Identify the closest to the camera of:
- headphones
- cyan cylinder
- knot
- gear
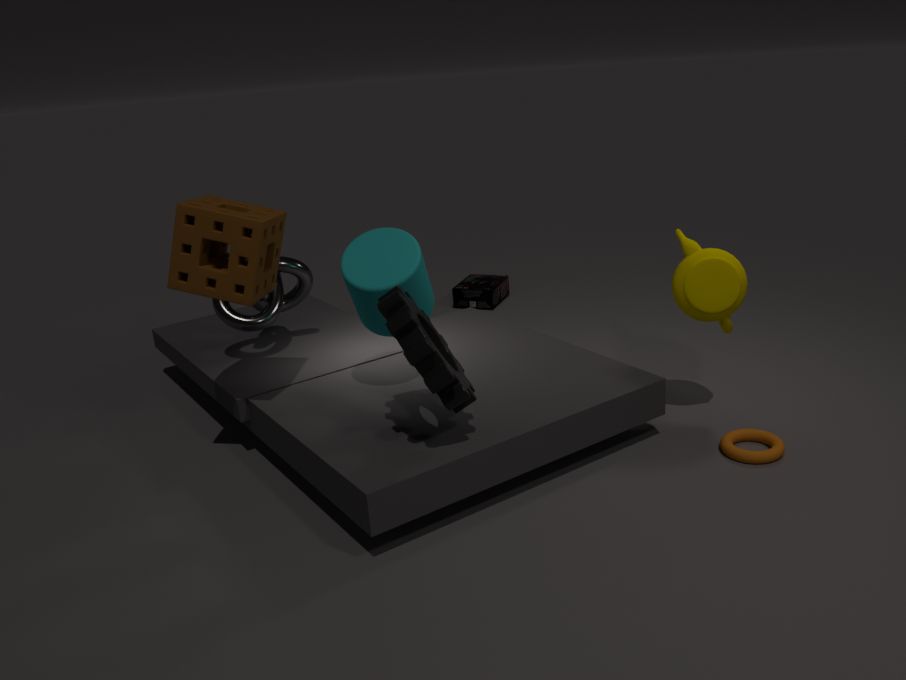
gear
